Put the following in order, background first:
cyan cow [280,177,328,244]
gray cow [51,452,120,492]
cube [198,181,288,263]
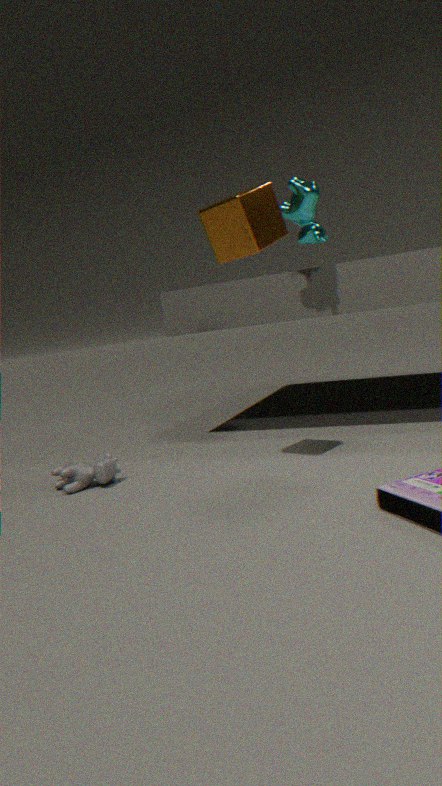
1. gray cow [51,452,120,492]
2. cyan cow [280,177,328,244]
3. cube [198,181,288,263]
